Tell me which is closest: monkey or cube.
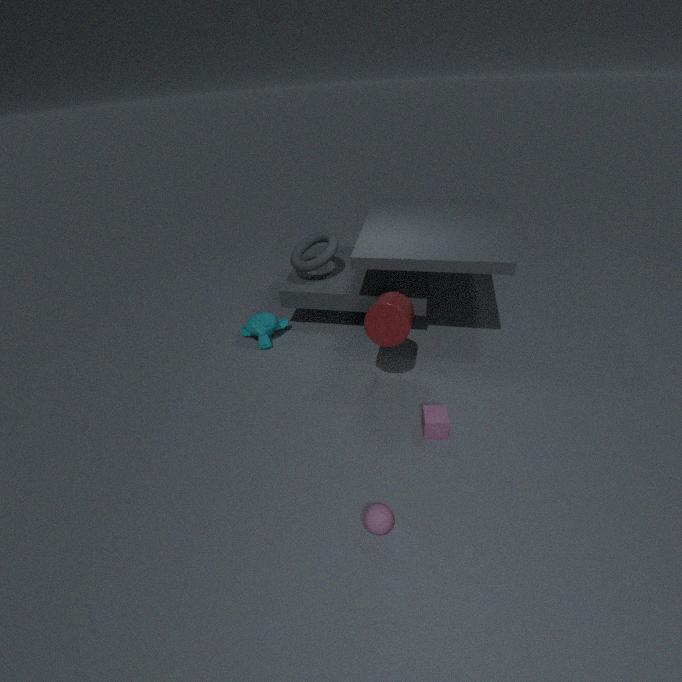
cube
